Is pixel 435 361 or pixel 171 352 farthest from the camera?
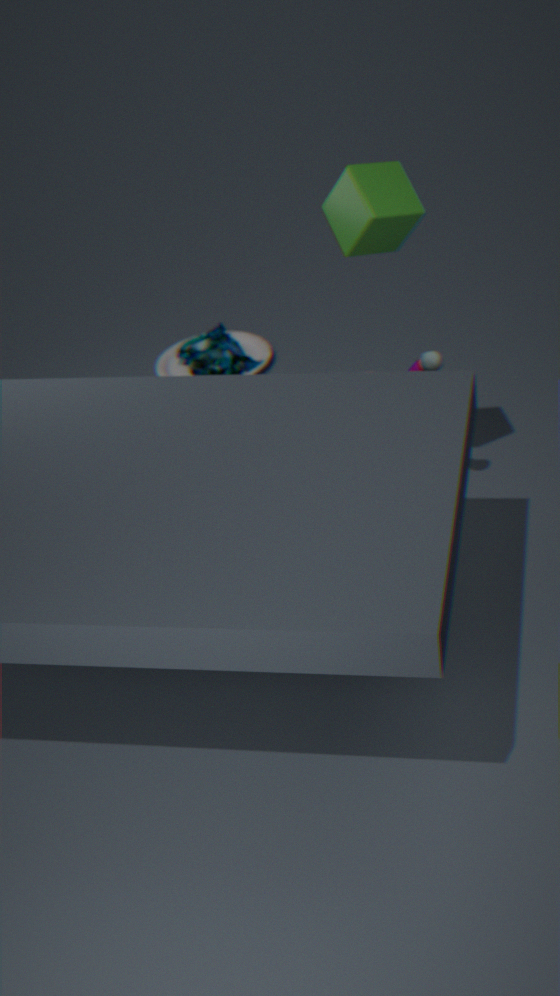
pixel 171 352
